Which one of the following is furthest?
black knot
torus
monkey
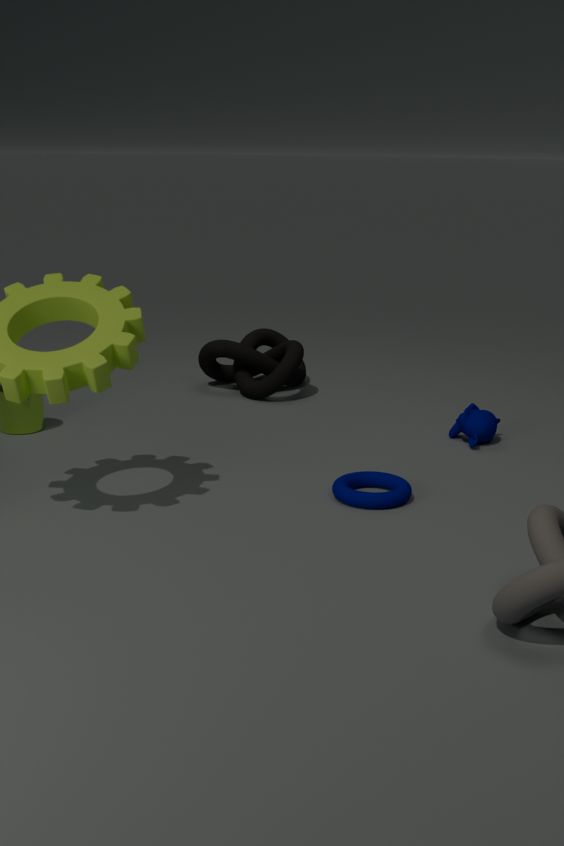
black knot
